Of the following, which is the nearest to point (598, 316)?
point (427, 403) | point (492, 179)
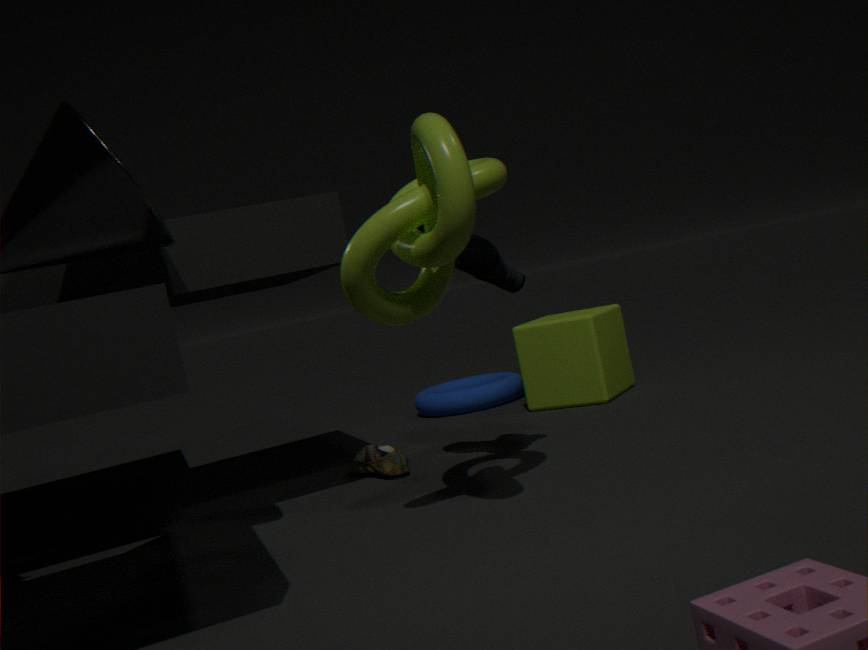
point (427, 403)
